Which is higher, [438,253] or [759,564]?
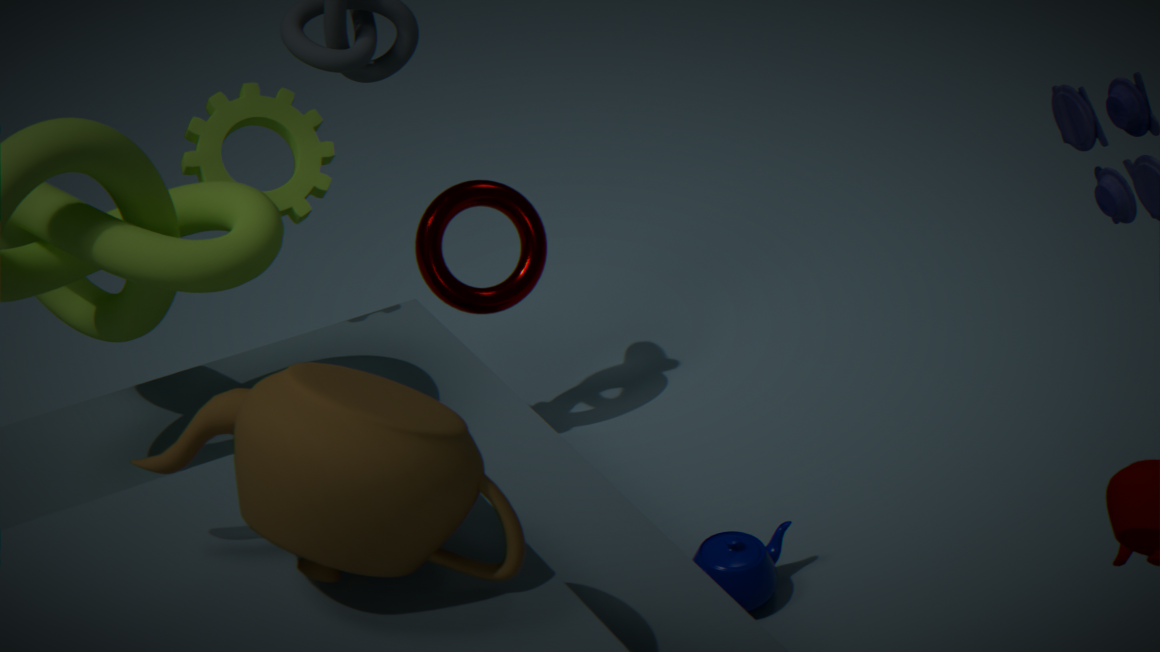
[438,253]
